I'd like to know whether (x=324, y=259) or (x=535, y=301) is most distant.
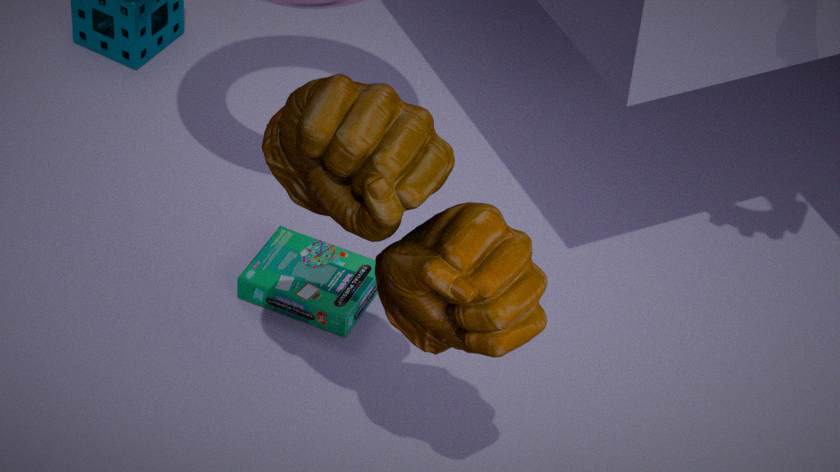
(x=324, y=259)
